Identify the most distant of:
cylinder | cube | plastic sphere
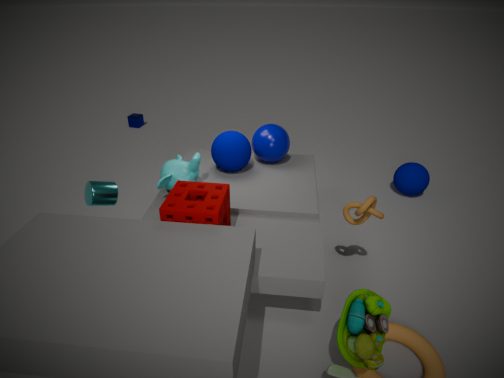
cube
